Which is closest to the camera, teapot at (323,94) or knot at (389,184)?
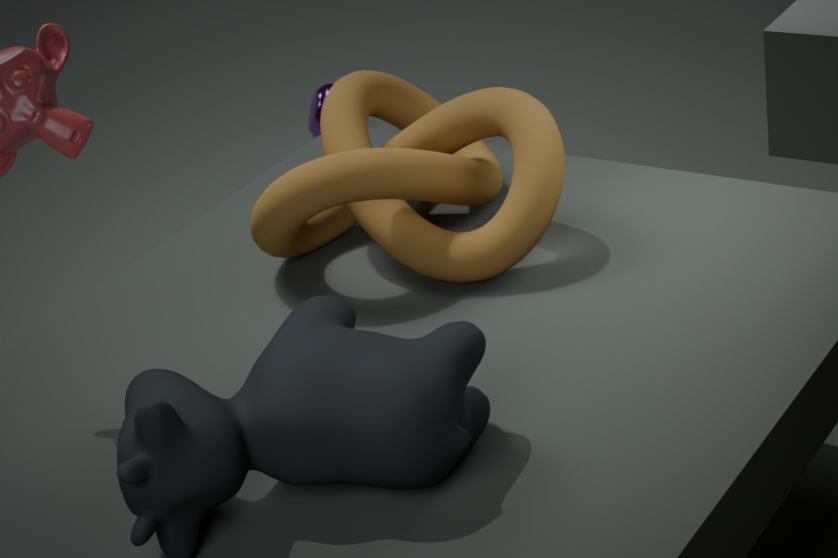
knot at (389,184)
